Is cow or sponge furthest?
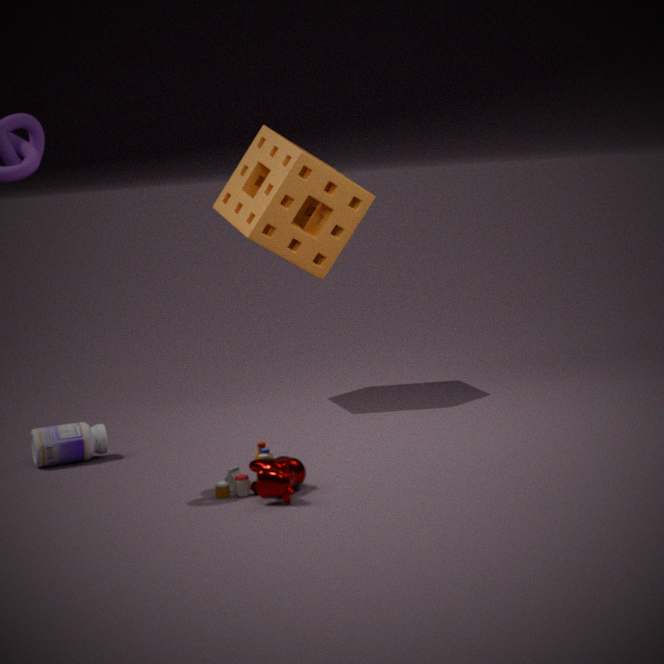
sponge
